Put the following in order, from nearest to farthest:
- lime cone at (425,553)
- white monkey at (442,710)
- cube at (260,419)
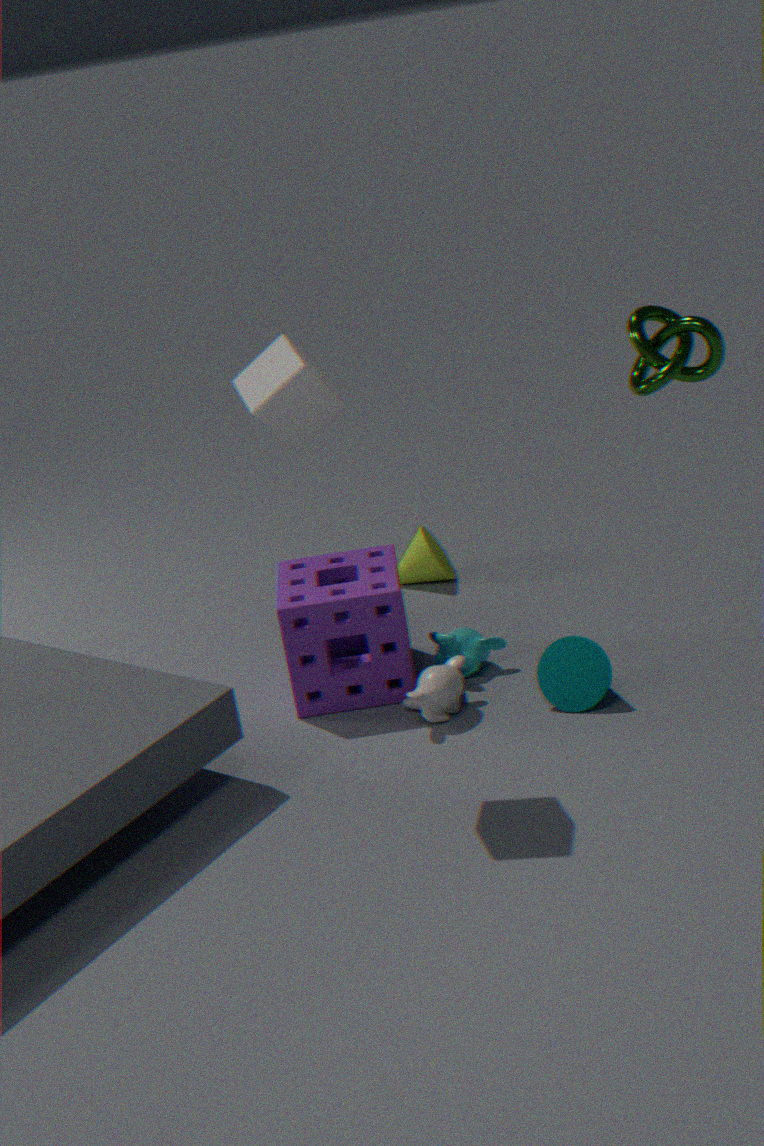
cube at (260,419) < white monkey at (442,710) < lime cone at (425,553)
